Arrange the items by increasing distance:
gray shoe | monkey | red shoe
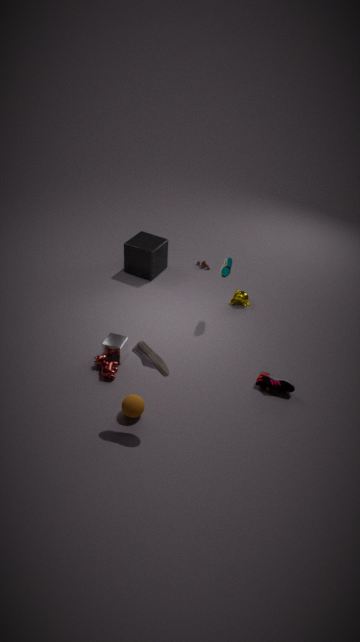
gray shoe < red shoe < monkey
